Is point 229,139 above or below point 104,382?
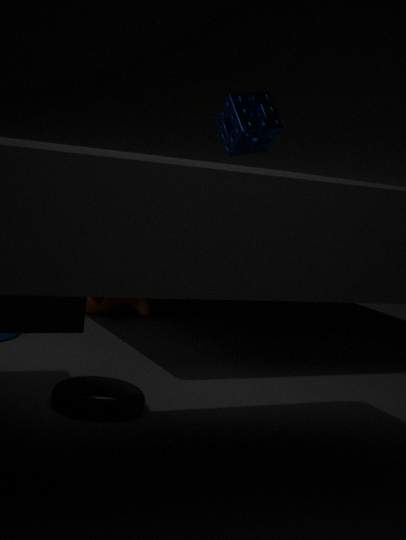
above
